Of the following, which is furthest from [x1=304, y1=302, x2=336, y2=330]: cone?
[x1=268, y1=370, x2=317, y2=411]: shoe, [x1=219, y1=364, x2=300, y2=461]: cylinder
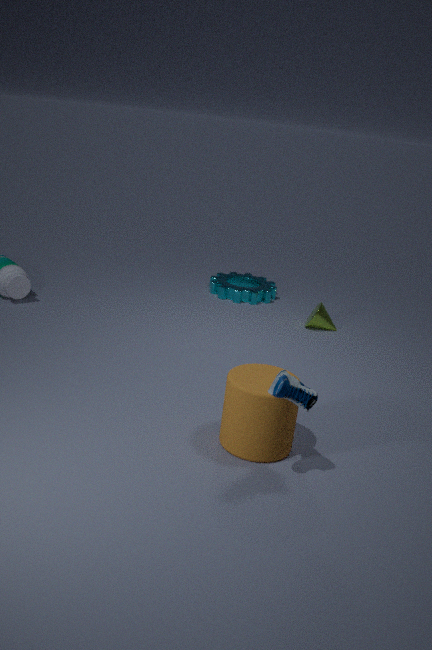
[x1=268, y1=370, x2=317, y2=411]: shoe
